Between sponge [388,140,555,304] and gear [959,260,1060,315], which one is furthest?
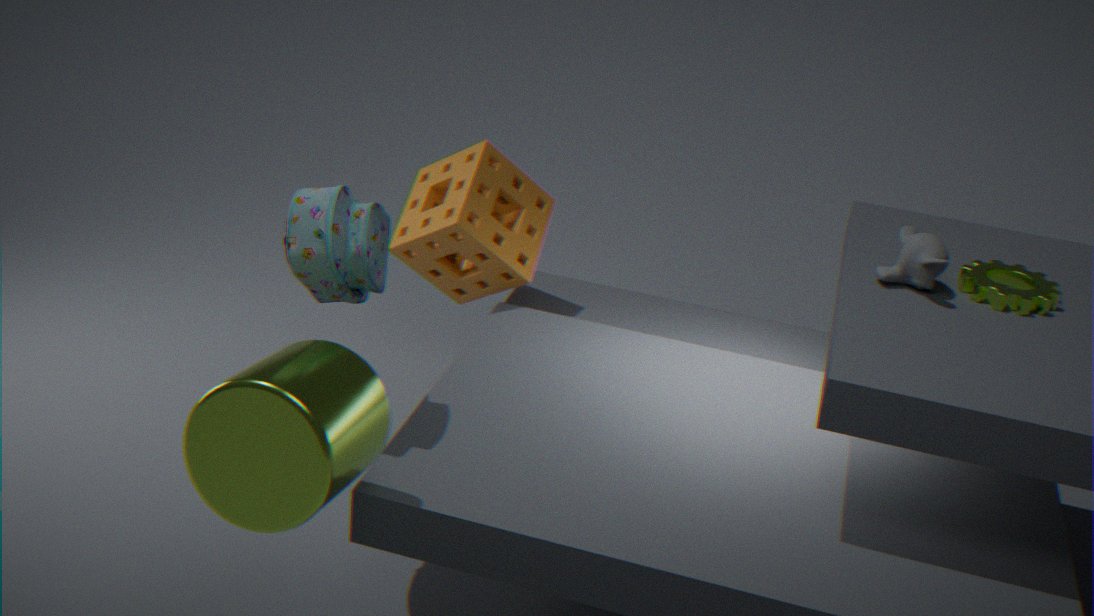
sponge [388,140,555,304]
